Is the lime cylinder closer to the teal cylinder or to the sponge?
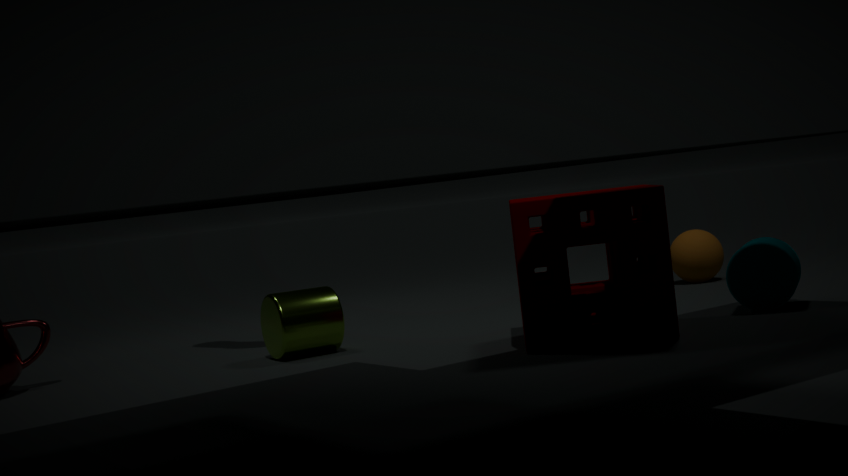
the sponge
